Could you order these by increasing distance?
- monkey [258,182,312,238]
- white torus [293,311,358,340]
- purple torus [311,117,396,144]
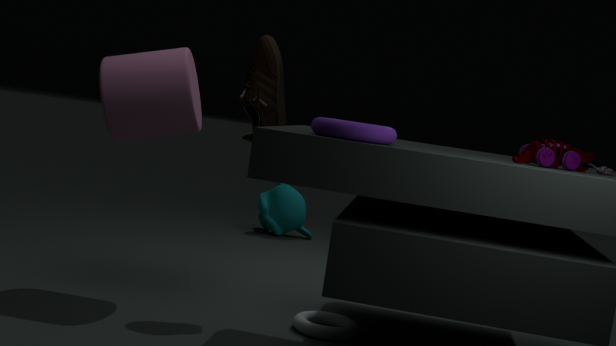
1. purple torus [311,117,396,144]
2. white torus [293,311,358,340]
3. monkey [258,182,312,238]
